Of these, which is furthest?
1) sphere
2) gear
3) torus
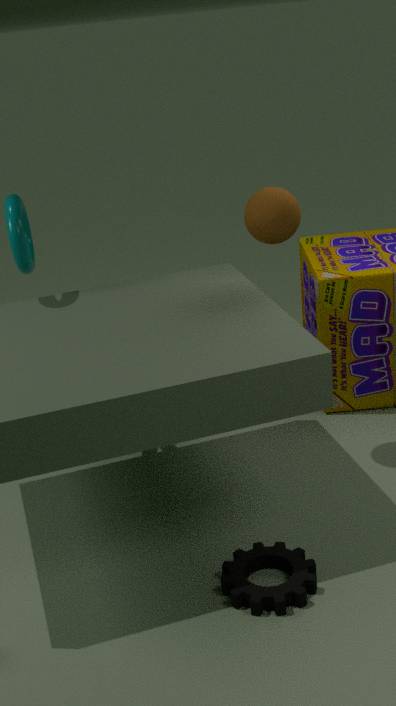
3. torus
